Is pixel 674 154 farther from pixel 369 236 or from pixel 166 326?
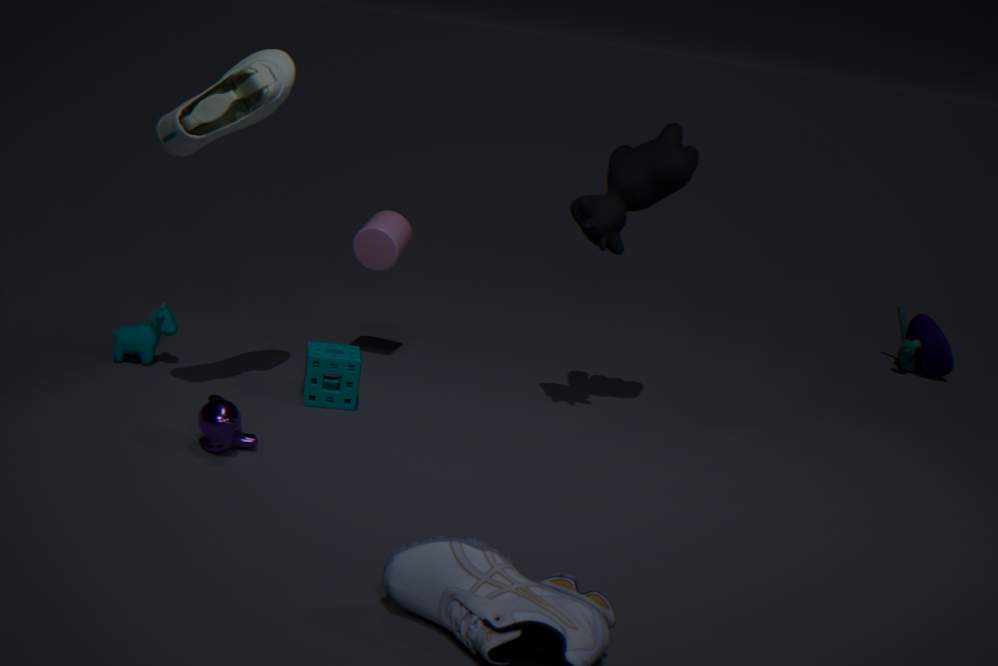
pixel 166 326
